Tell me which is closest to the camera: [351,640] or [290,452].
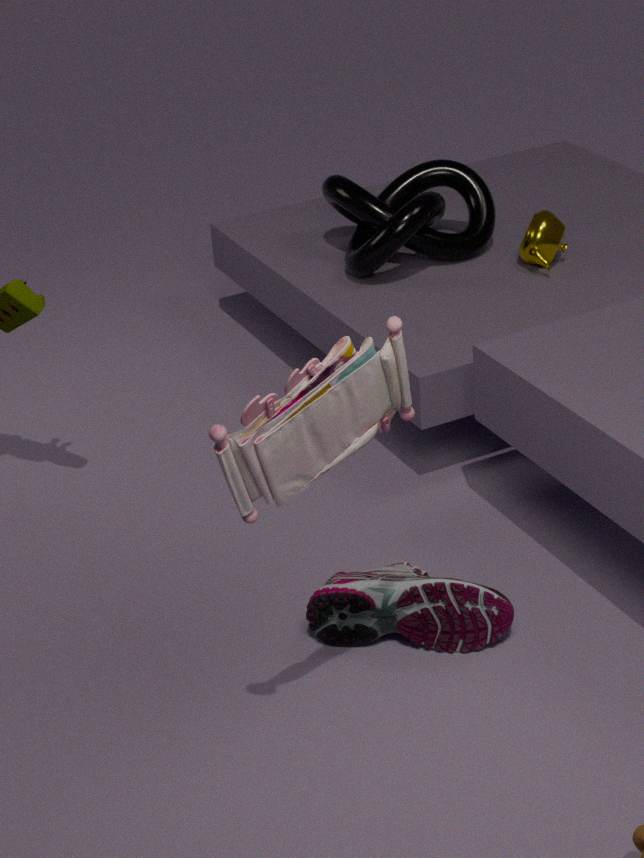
[290,452]
